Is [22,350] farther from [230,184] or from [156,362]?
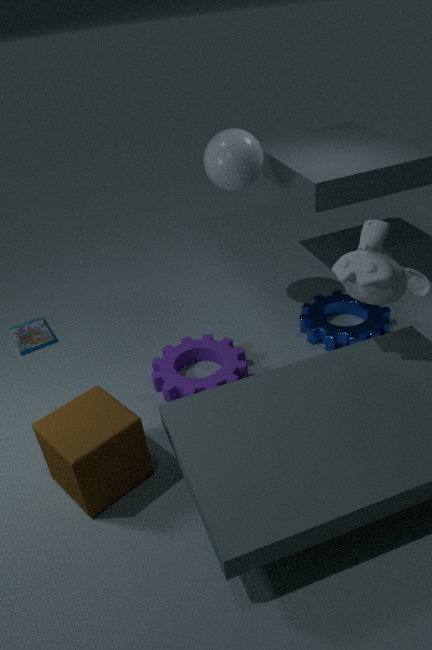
[230,184]
